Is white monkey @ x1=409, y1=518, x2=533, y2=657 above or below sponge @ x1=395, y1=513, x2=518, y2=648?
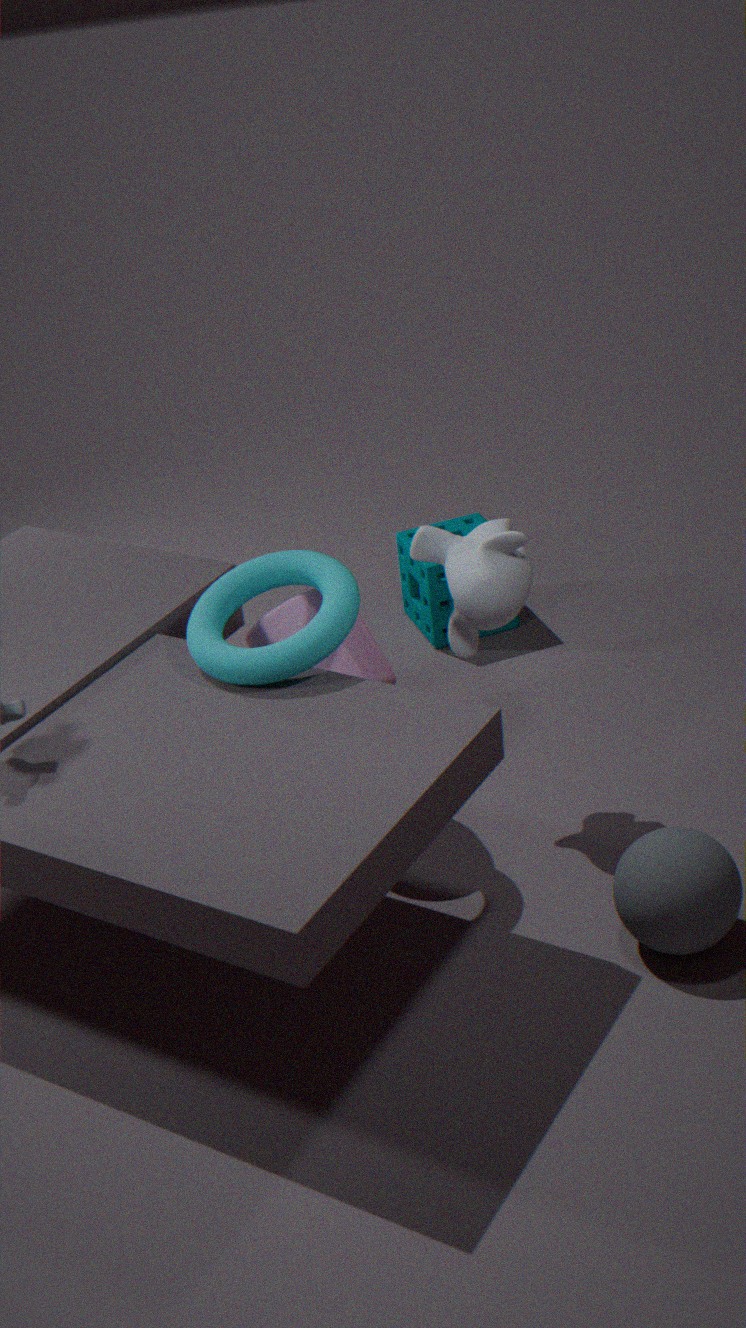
above
